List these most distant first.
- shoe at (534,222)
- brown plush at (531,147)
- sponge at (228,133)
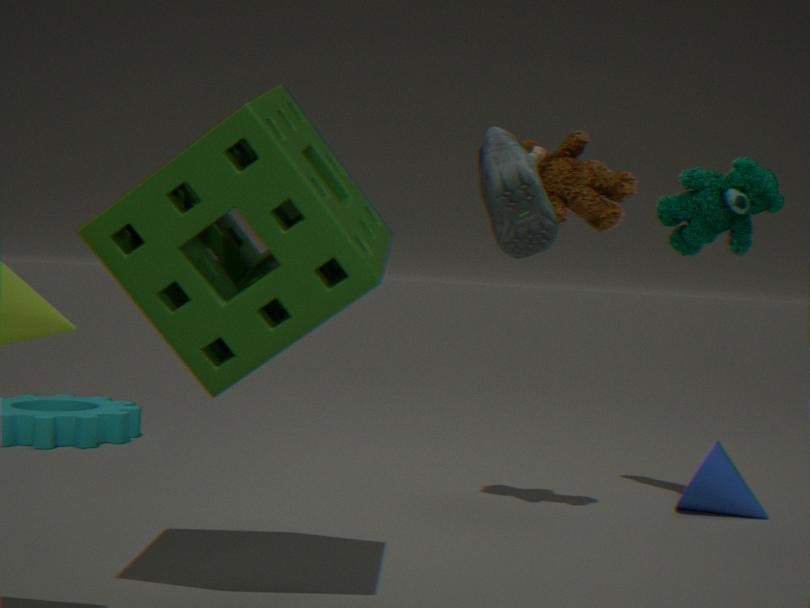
brown plush at (531,147)
sponge at (228,133)
shoe at (534,222)
